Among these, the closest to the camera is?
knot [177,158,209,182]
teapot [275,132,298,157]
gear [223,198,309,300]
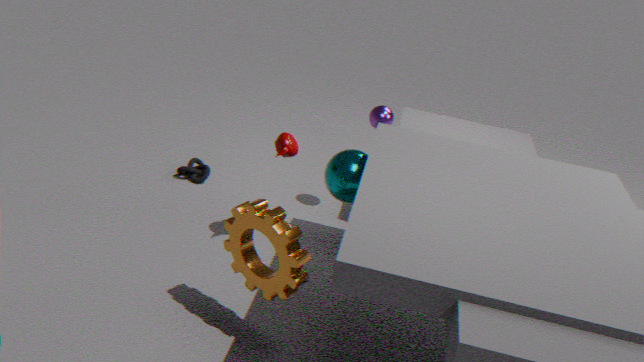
gear [223,198,309,300]
